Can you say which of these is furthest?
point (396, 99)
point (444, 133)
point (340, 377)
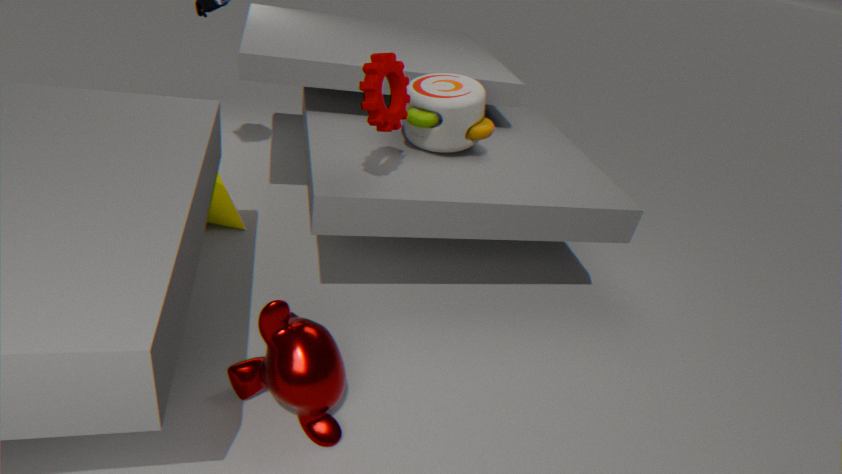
point (444, 133)
